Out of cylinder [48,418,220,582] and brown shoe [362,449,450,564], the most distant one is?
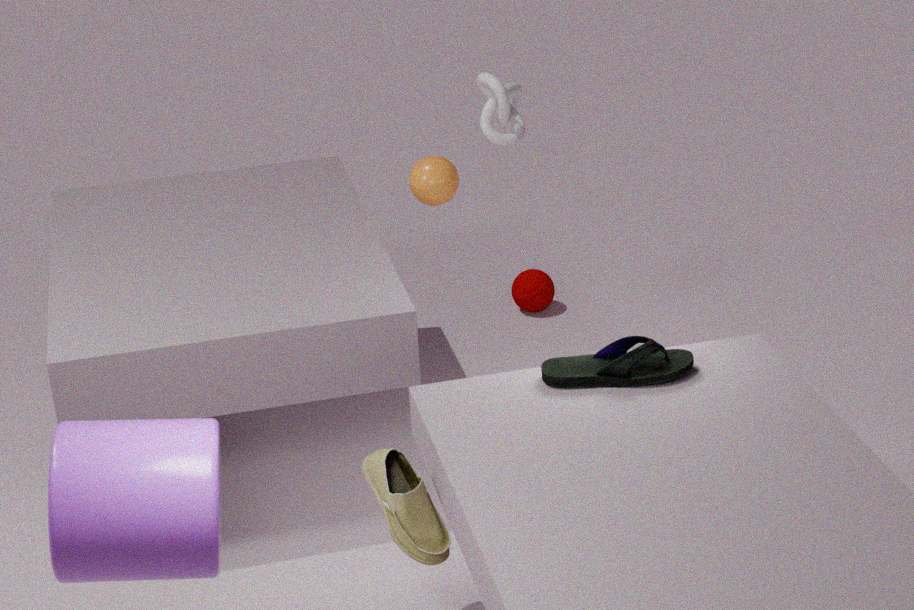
brown shoe [362,449,450,564]
